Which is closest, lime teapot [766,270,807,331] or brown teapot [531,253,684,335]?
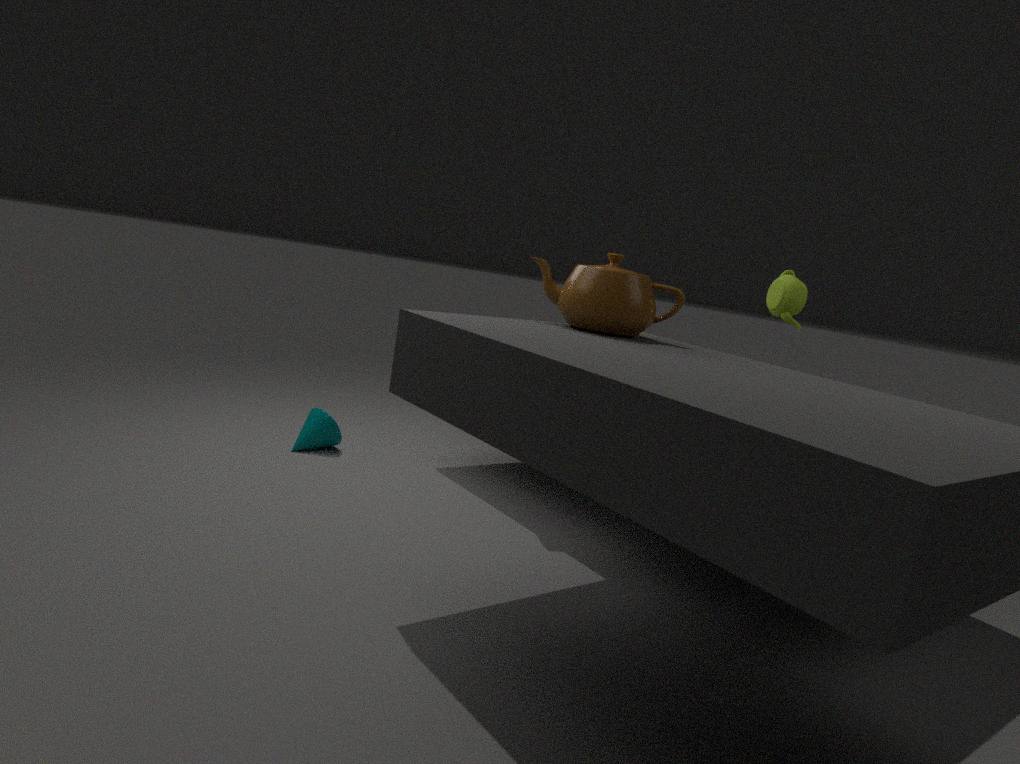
brown teapot [531,253,684,335]
